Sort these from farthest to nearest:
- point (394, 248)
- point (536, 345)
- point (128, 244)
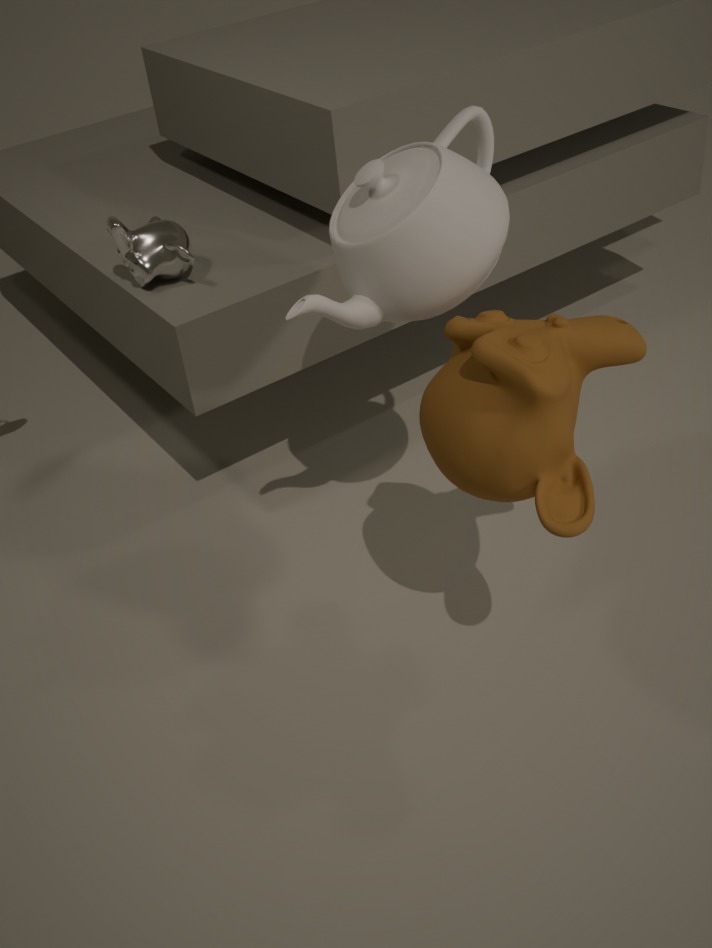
point (128, 244) < point (394, 248) < point (536, 345)
